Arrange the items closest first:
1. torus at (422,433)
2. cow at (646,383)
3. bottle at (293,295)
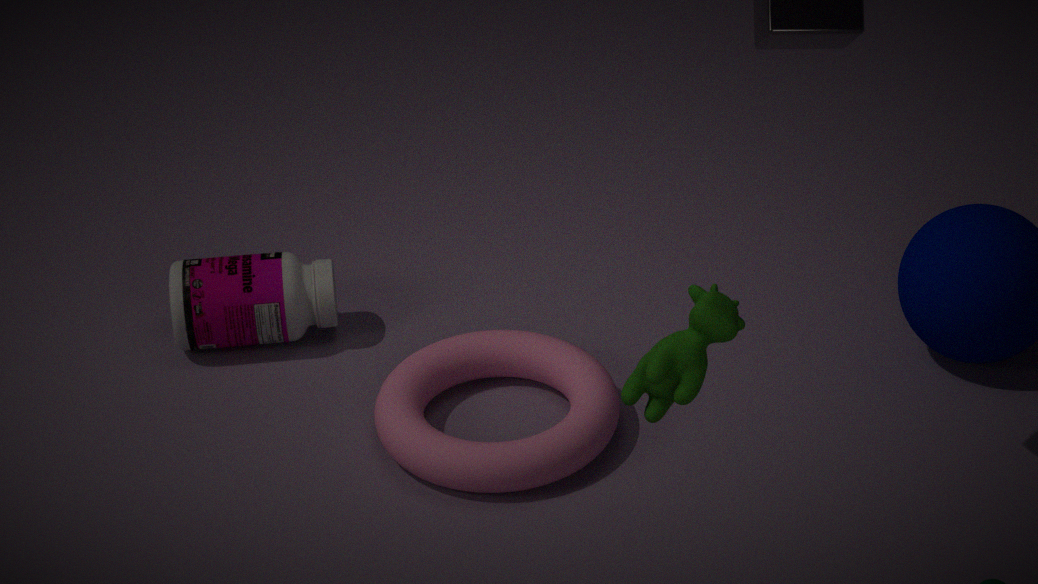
cow at (646,383) → torus at (422,433) → bottle at (293,295)
